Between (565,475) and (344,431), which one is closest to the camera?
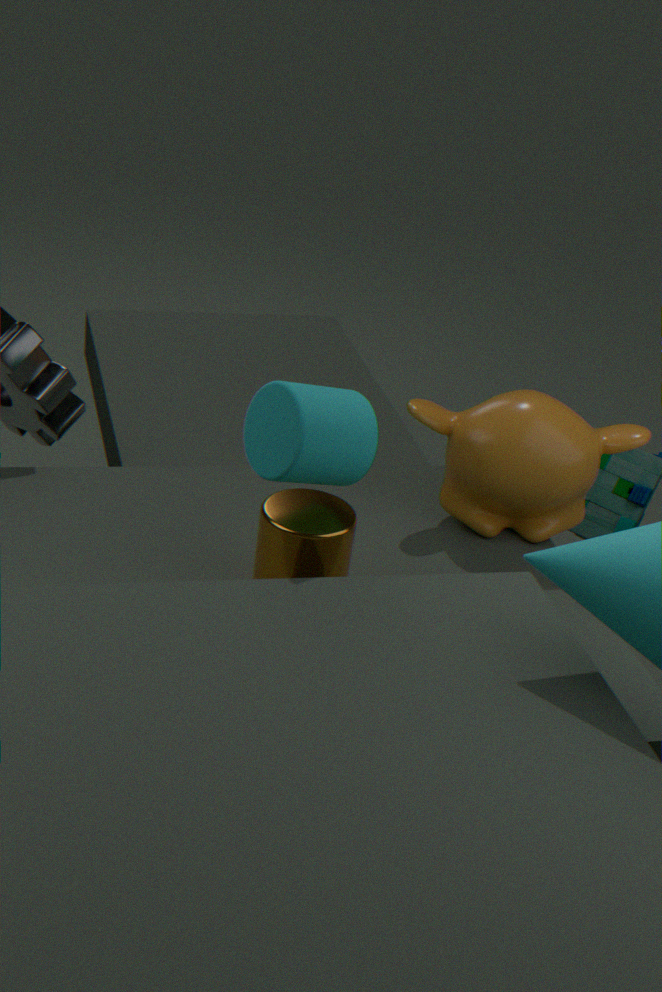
(344,431)
